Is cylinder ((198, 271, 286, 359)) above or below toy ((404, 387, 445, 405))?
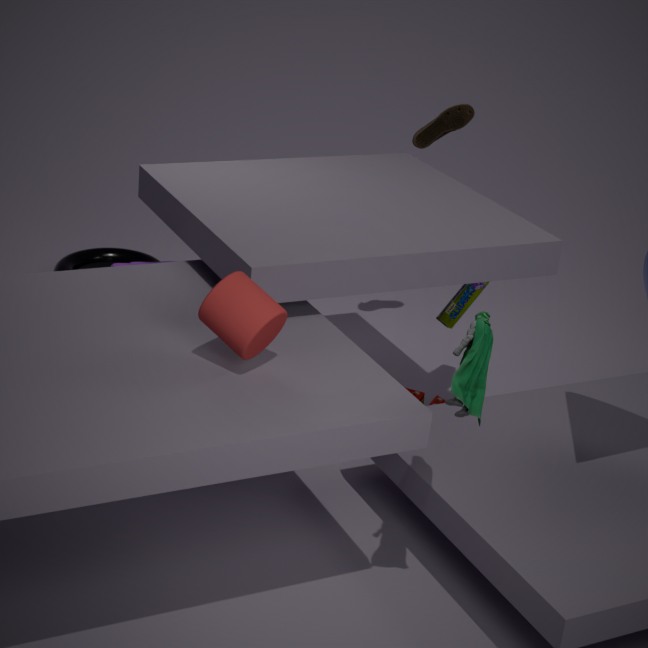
above
